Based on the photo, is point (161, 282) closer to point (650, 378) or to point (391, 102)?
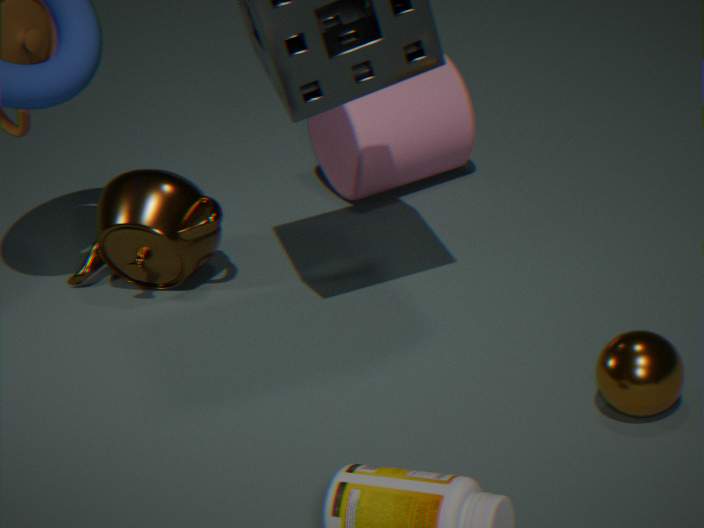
point (391, 102)
